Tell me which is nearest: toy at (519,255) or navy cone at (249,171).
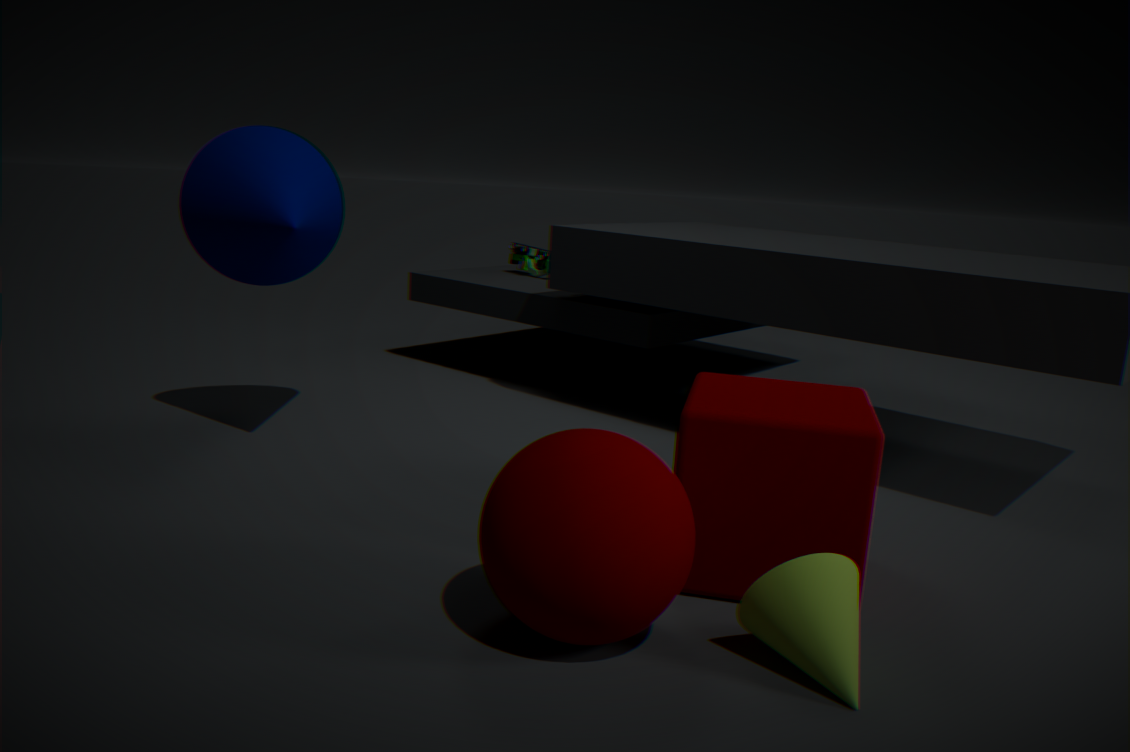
navy cone at (249,171)
